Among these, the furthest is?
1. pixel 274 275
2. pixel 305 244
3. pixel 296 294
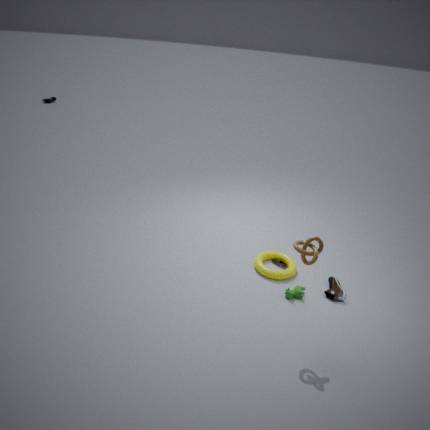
pixel 274 275
